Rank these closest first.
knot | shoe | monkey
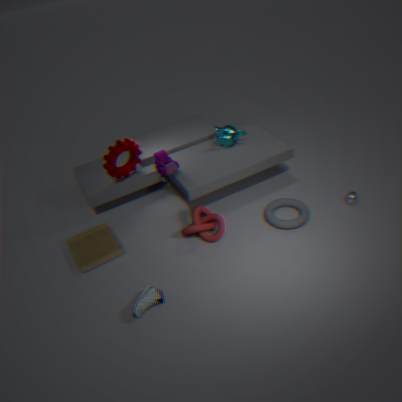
shoe → knot → monkey
